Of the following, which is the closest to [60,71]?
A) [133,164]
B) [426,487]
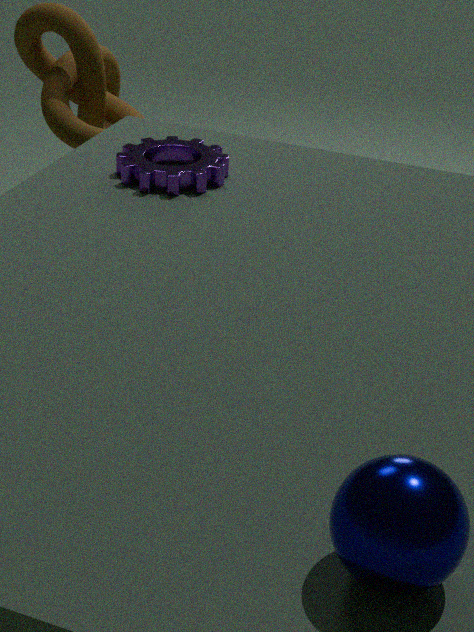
[133,164]
